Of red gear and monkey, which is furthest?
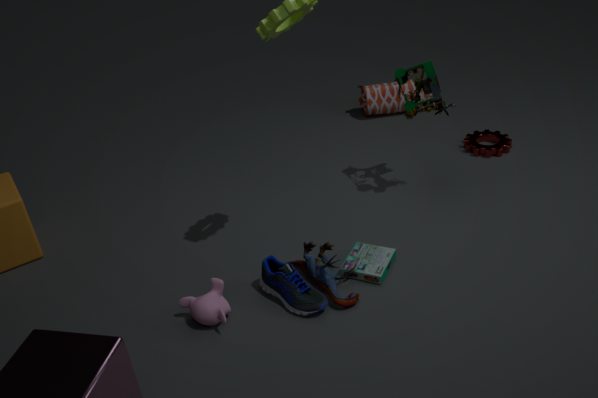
red gear
